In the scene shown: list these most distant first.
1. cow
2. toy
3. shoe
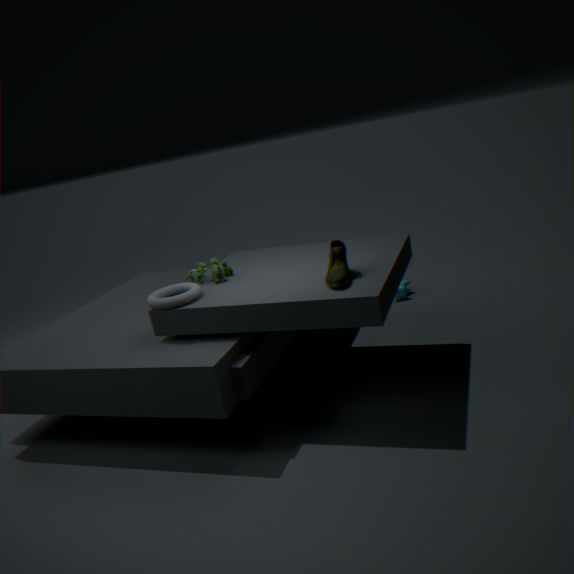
cow → toy → shoe
